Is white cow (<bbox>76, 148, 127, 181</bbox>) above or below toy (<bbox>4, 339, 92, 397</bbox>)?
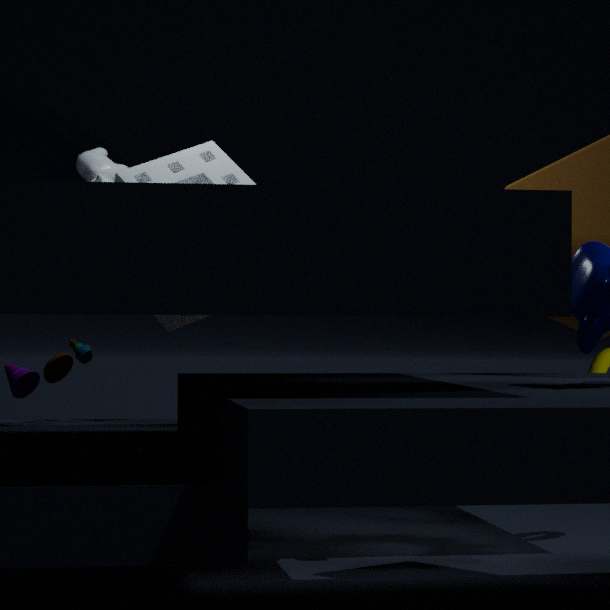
above
